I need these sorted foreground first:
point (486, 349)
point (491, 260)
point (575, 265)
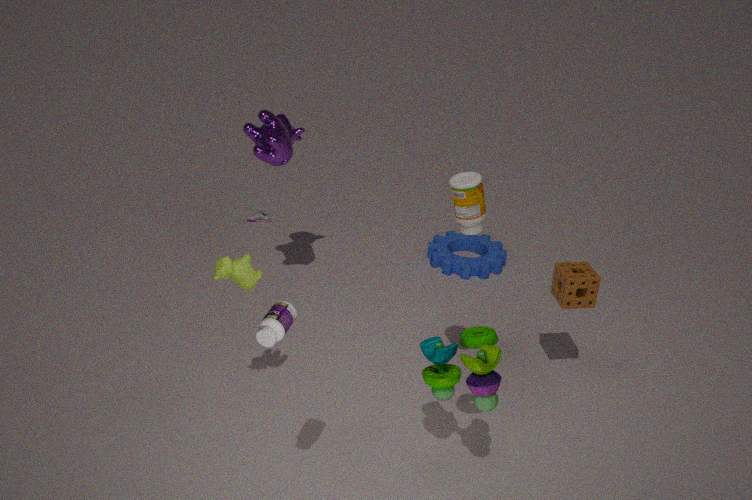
point (486, 349) → point (575, 265) → point (491, 260)
